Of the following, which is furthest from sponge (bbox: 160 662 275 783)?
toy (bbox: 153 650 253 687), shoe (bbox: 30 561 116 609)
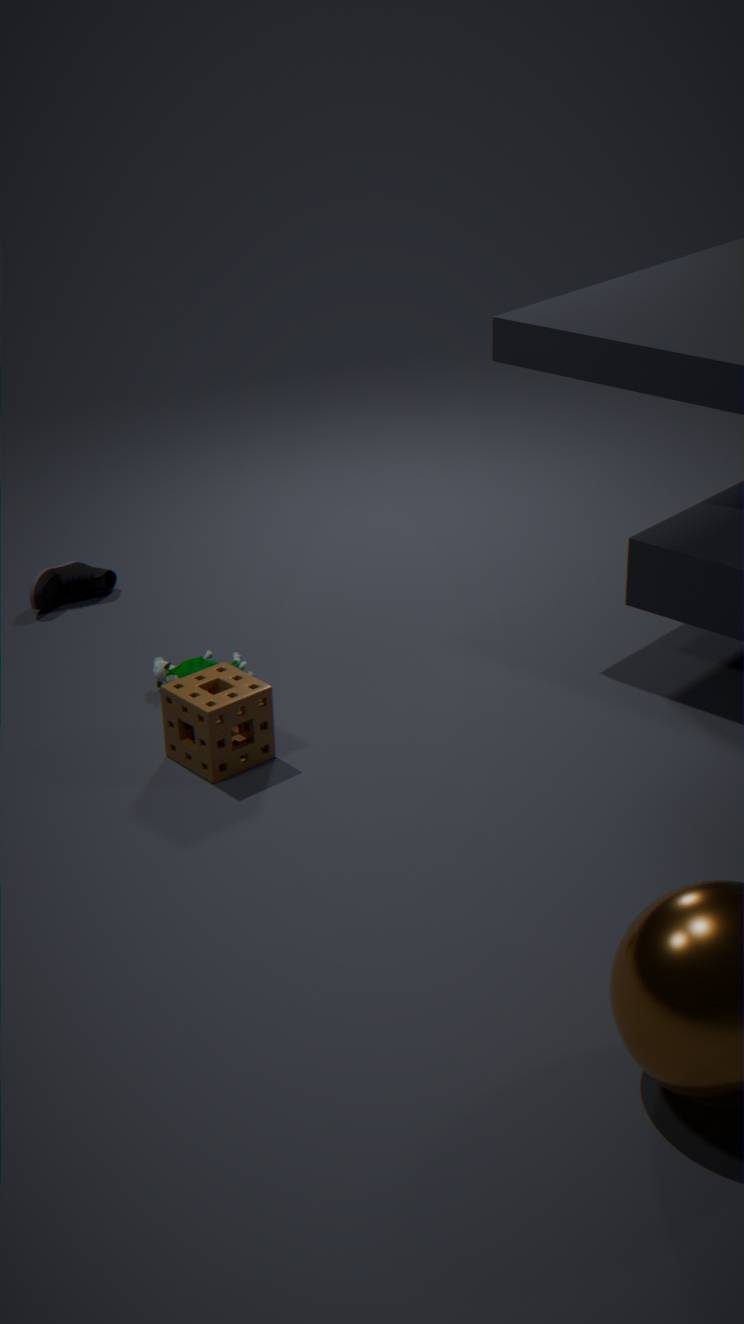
shoe (bbox: 30 561 116 609)
